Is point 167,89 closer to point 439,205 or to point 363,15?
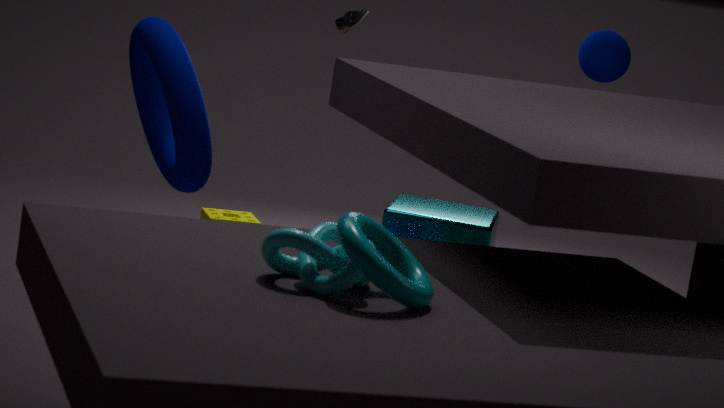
point 363,15
